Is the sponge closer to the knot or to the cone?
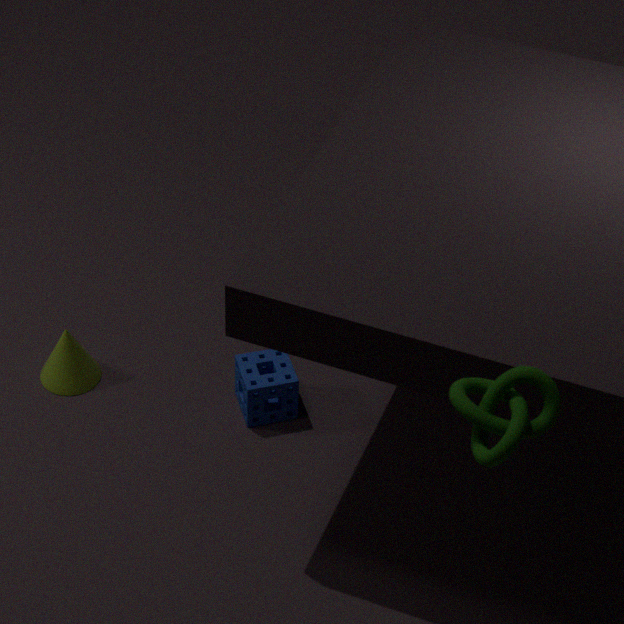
the cone
